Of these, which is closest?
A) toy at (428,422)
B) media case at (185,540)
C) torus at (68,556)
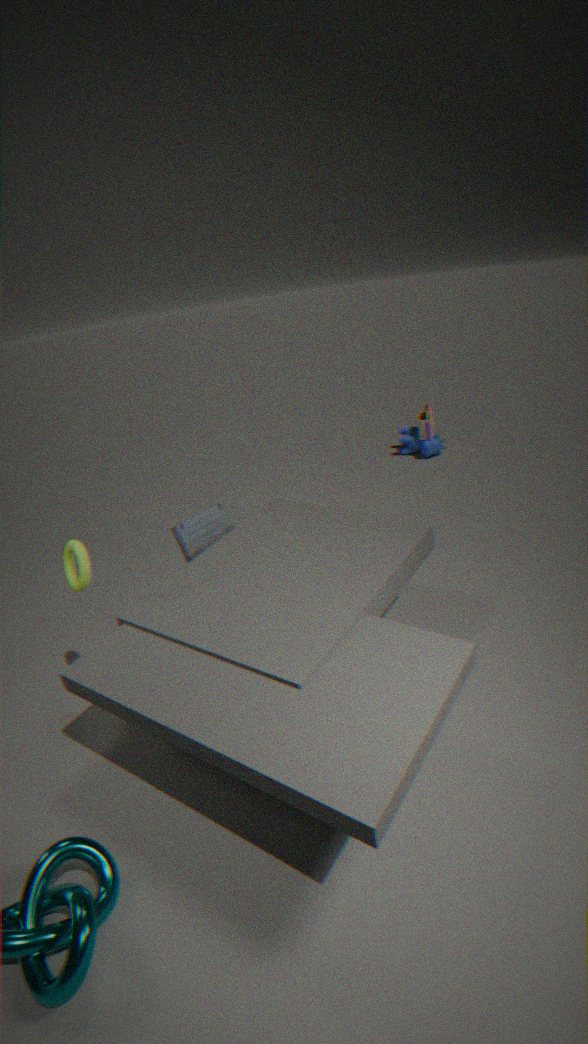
torus at (68,556)
